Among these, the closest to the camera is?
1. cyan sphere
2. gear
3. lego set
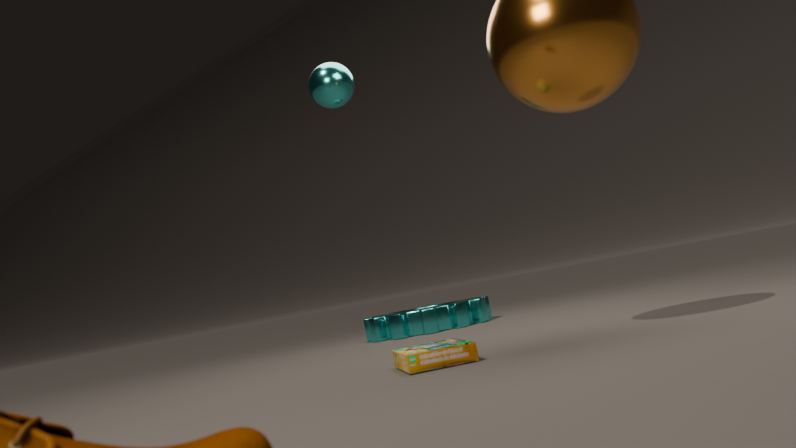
lego set
